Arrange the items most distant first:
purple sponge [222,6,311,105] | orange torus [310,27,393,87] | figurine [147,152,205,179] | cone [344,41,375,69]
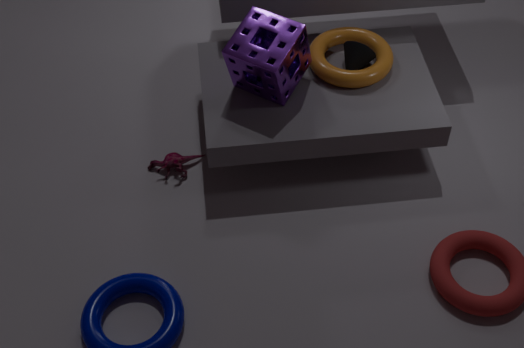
figurine [147,152,205,179] < cone [344,41,375,69] < orange torus [310,27,393,87] < purple sponge [222,6,311,105]
